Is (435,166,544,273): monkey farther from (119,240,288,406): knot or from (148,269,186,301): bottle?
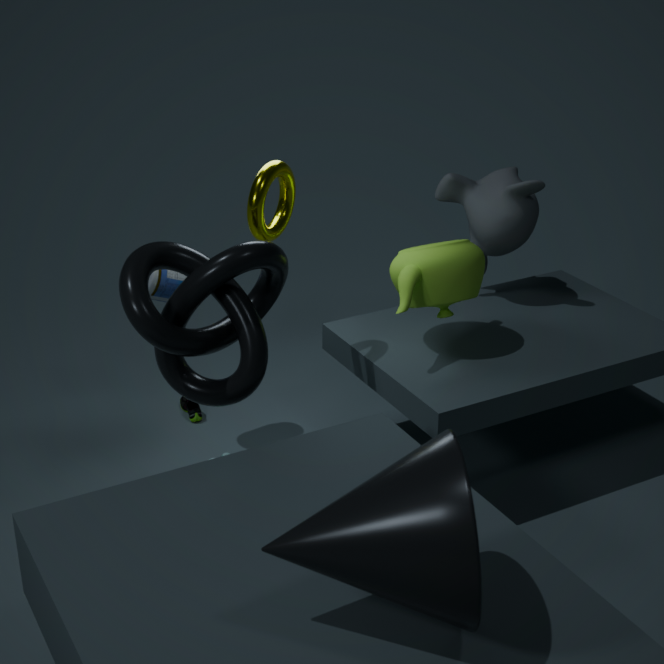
(119,240,288,406): knot
